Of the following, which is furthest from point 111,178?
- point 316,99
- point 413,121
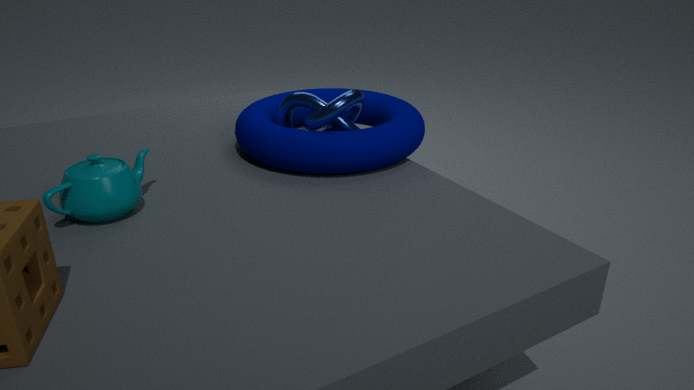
point 413,121
